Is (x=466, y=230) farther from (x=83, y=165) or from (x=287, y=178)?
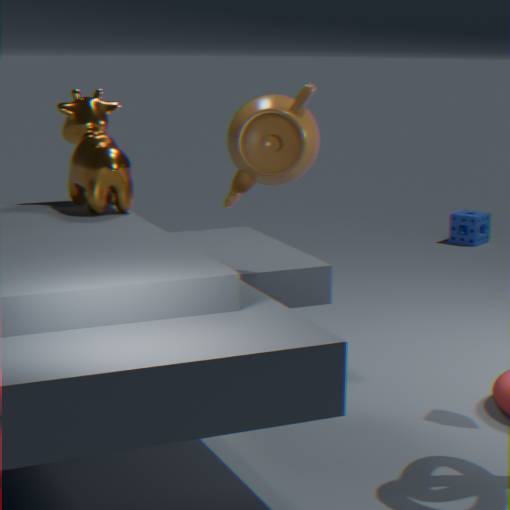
→ (x=83, y=165)
